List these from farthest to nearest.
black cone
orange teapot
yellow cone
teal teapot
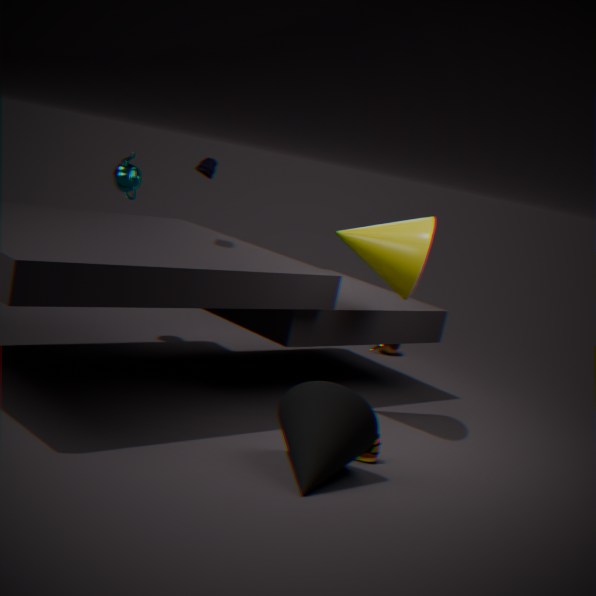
orange teapot → teal teapot → yellow cone → black cone
